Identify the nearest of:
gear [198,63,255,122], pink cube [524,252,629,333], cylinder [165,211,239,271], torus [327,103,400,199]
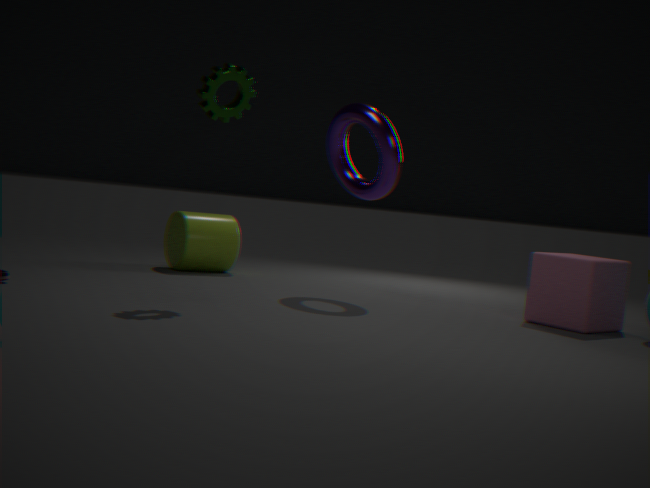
gear [198,63,255,122]
